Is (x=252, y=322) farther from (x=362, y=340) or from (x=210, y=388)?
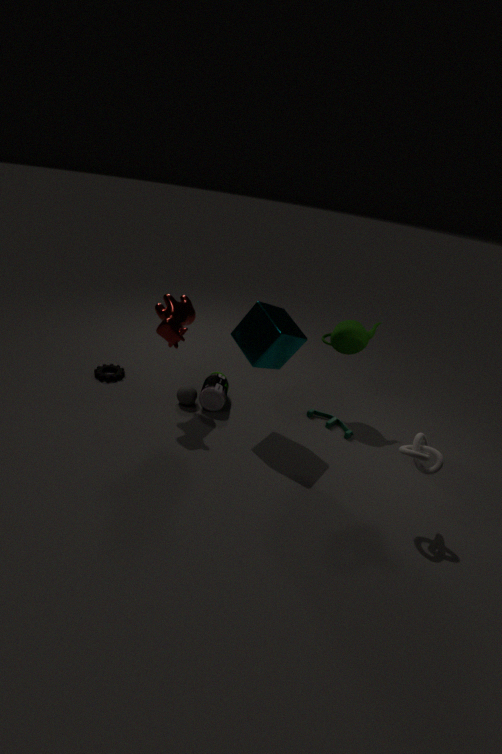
(x=362, y=340)
